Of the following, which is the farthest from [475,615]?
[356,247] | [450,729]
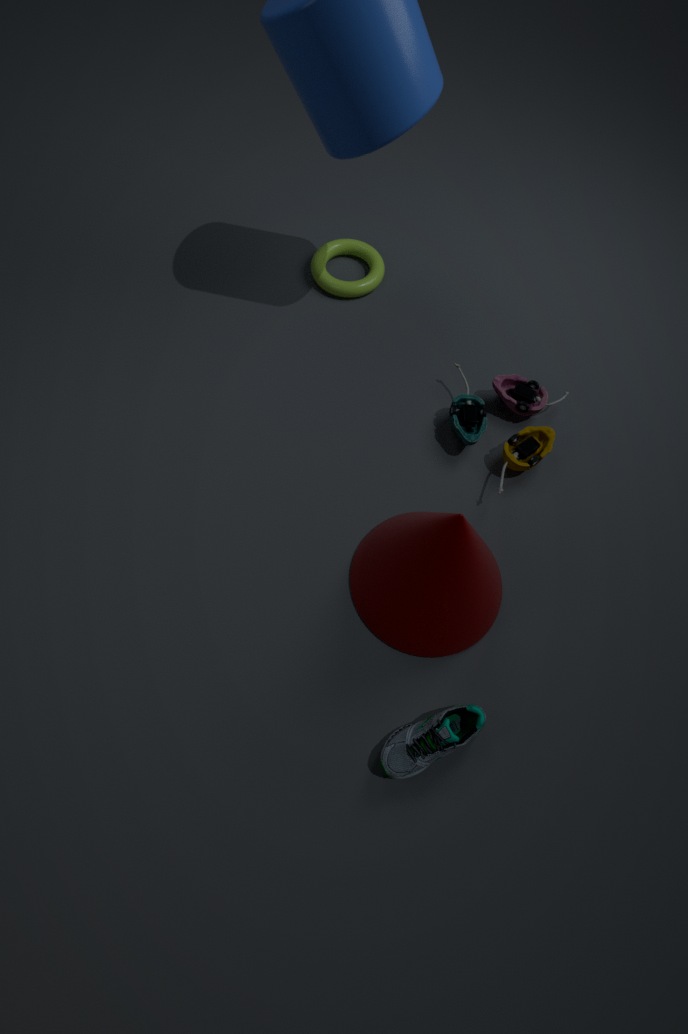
[356,247]
